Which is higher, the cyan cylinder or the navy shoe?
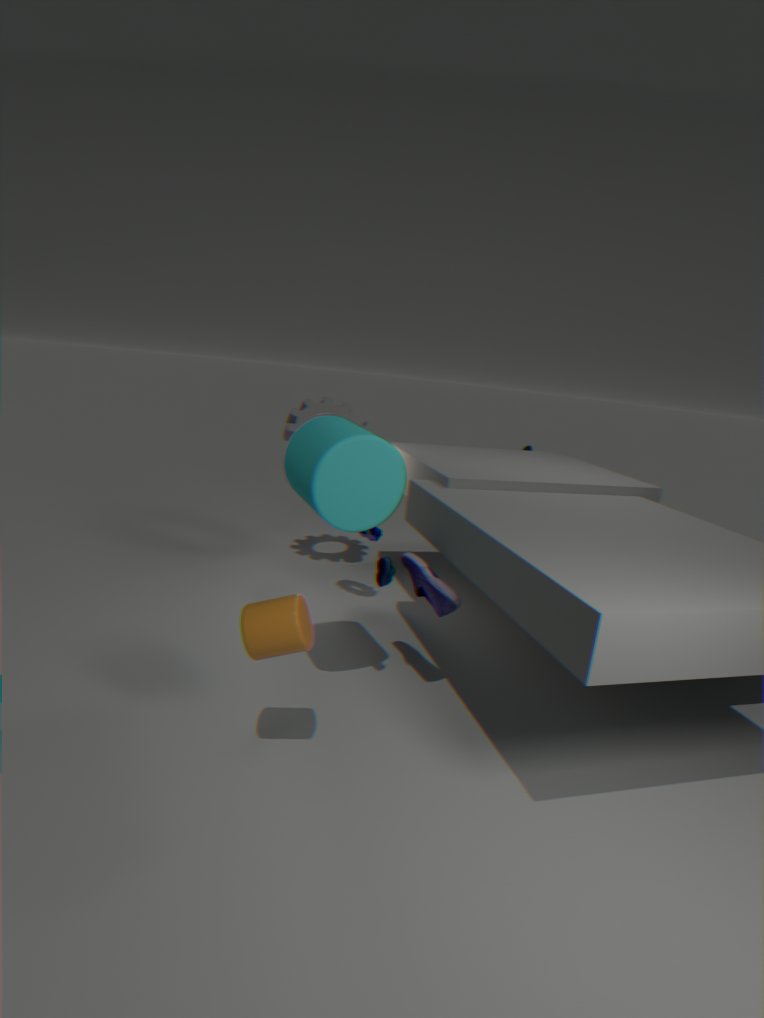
the cyan cylinder
